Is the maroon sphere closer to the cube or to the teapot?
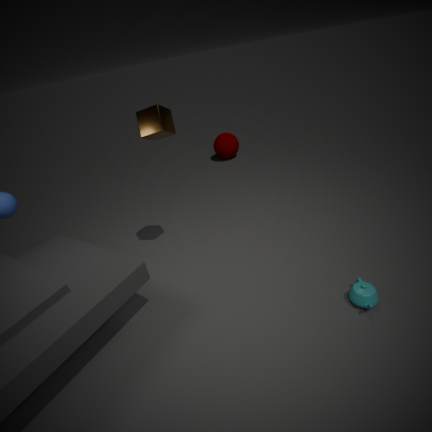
the cube
